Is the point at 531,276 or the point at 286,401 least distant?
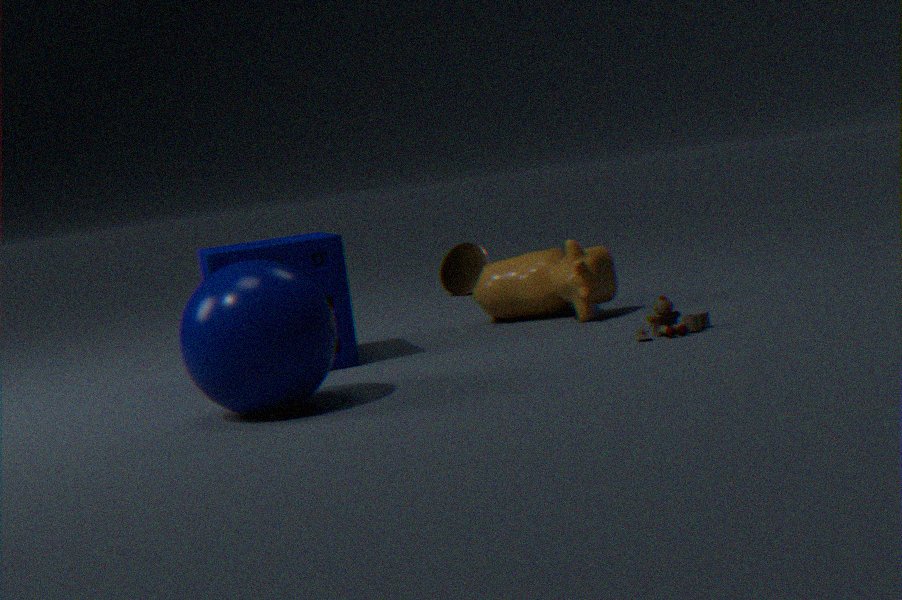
the point at 286,401
